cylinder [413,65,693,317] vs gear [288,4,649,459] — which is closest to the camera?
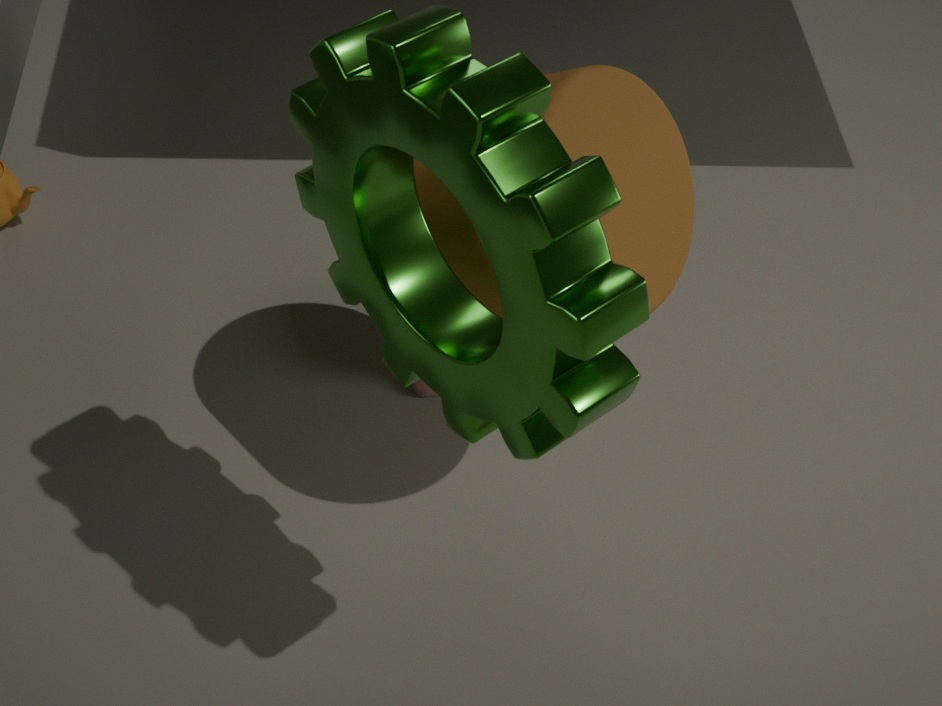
gear [288,4,649,459]
